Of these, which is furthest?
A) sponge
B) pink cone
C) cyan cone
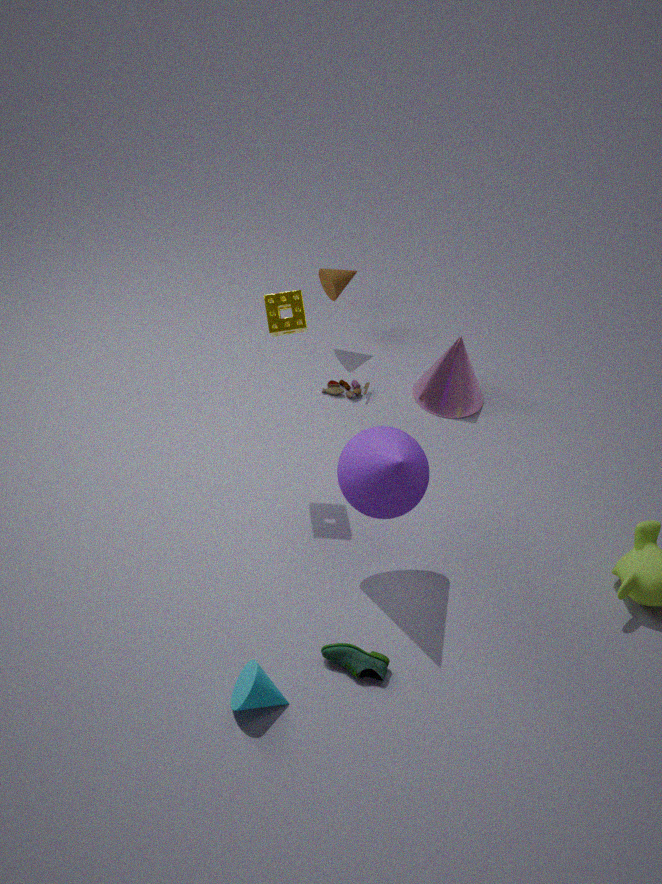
B. pink cone
